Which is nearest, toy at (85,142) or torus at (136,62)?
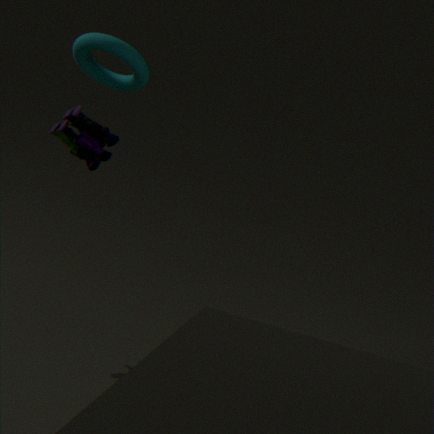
toy at (85,142)
